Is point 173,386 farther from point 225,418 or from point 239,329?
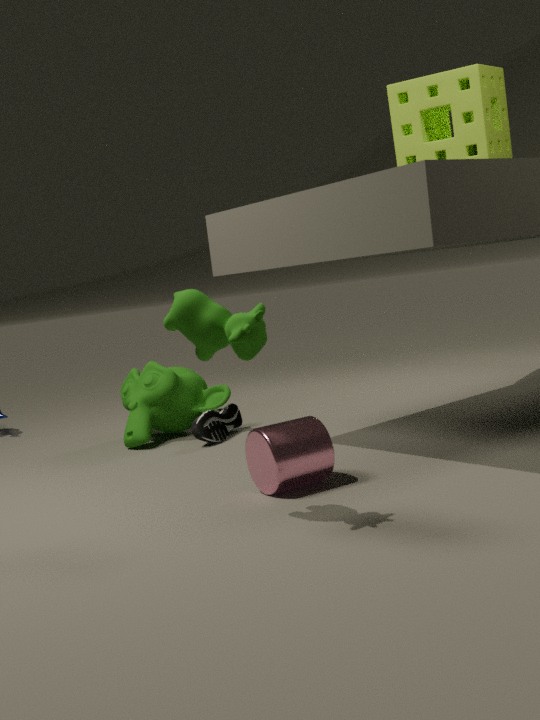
point 239,329
